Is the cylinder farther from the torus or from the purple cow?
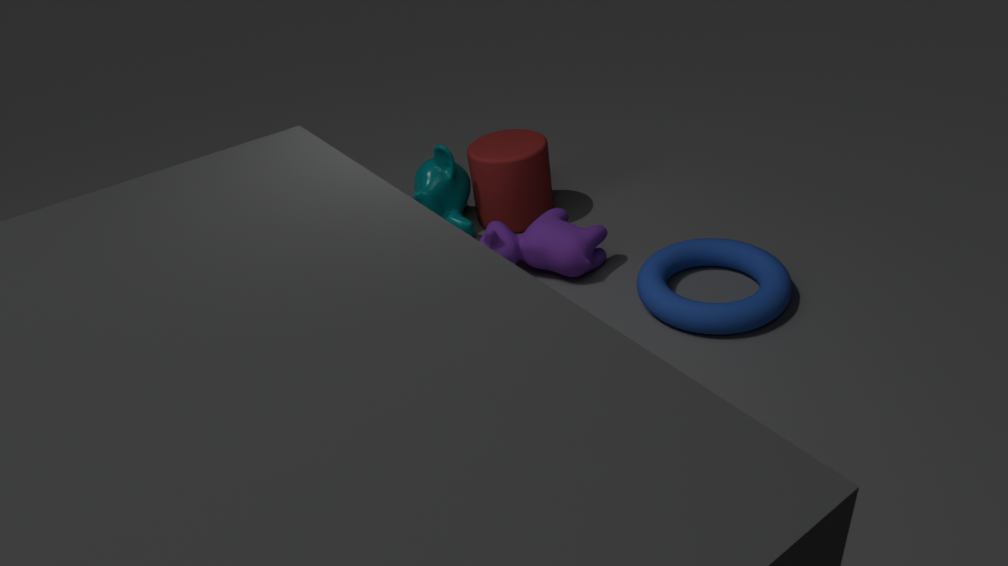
the torus
